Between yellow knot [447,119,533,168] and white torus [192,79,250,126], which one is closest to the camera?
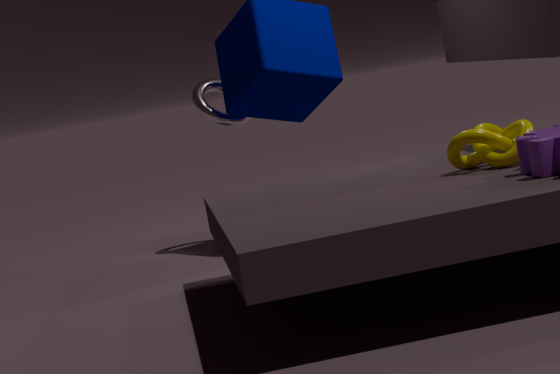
yellow knot [447,119,533,168]
